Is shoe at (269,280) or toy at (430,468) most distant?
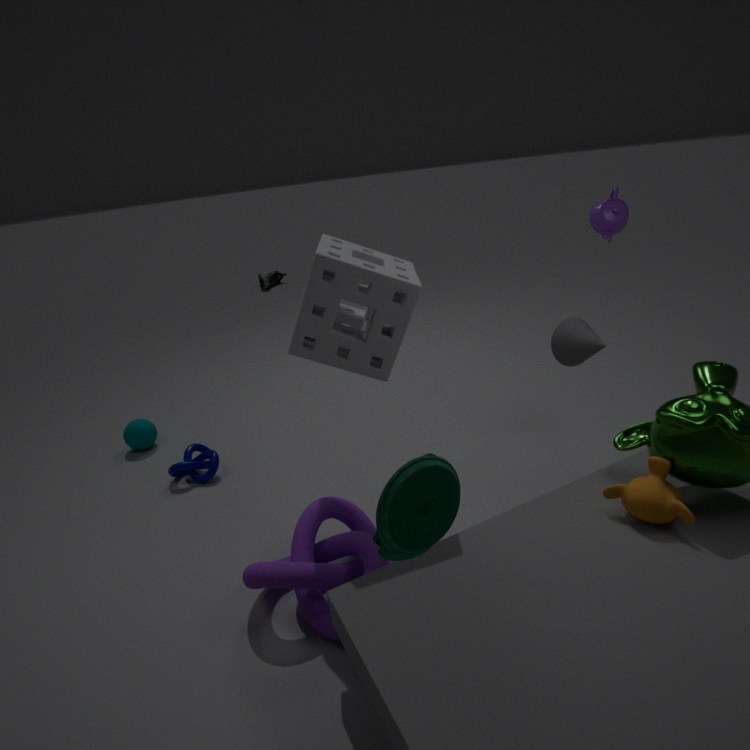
shoe at (269,280)
